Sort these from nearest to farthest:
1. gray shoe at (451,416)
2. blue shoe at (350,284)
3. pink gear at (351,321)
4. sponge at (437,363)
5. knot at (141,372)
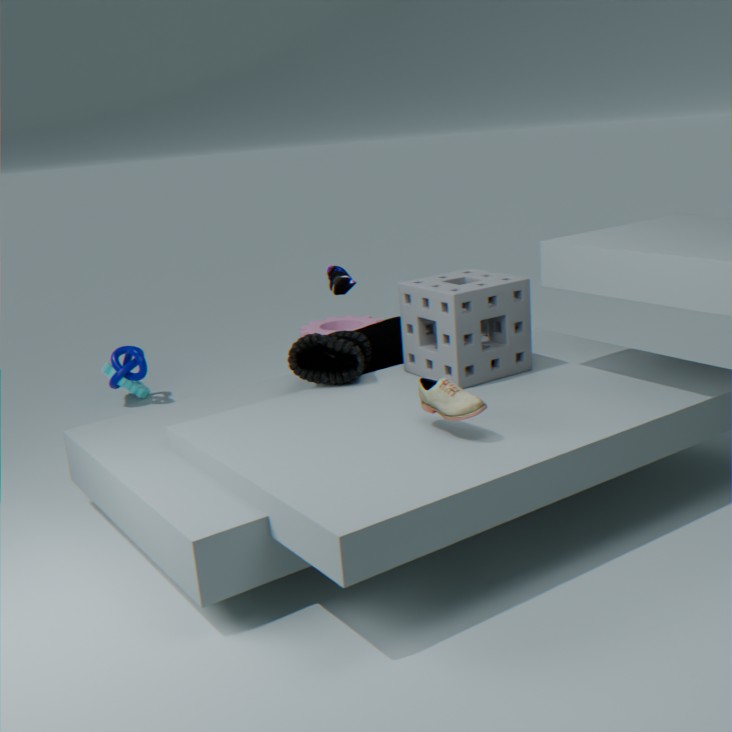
gray shoe at (451,416)
sponge at (437,363)
blue shoe at (350,284)
knot at (141,372)
pink gear at (351,321)
